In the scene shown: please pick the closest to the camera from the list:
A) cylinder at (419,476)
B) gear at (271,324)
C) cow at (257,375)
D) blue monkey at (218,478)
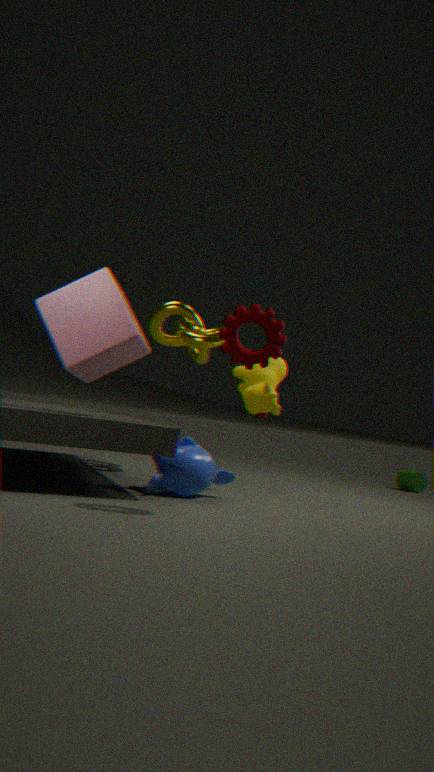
gear at (271,324)
